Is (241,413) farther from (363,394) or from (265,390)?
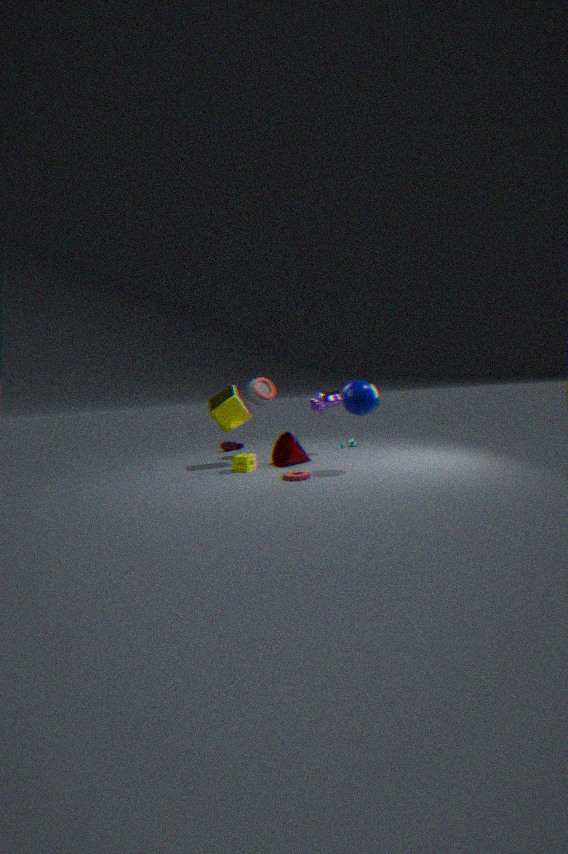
(363,394)
